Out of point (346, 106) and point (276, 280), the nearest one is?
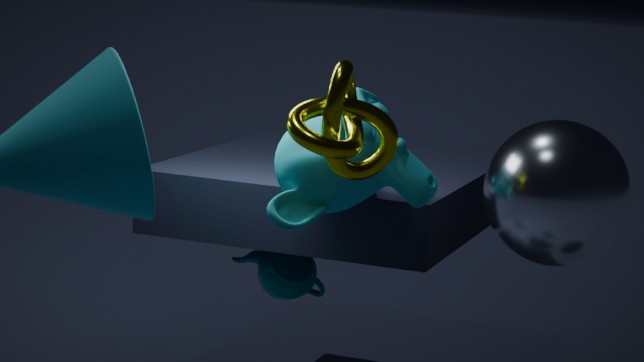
point (346, 106)
